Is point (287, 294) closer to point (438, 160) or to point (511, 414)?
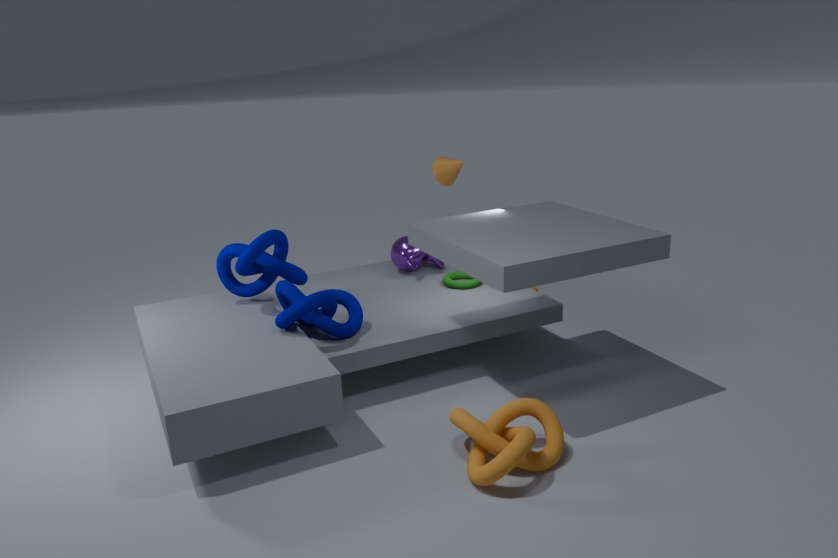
point (511, 414)
